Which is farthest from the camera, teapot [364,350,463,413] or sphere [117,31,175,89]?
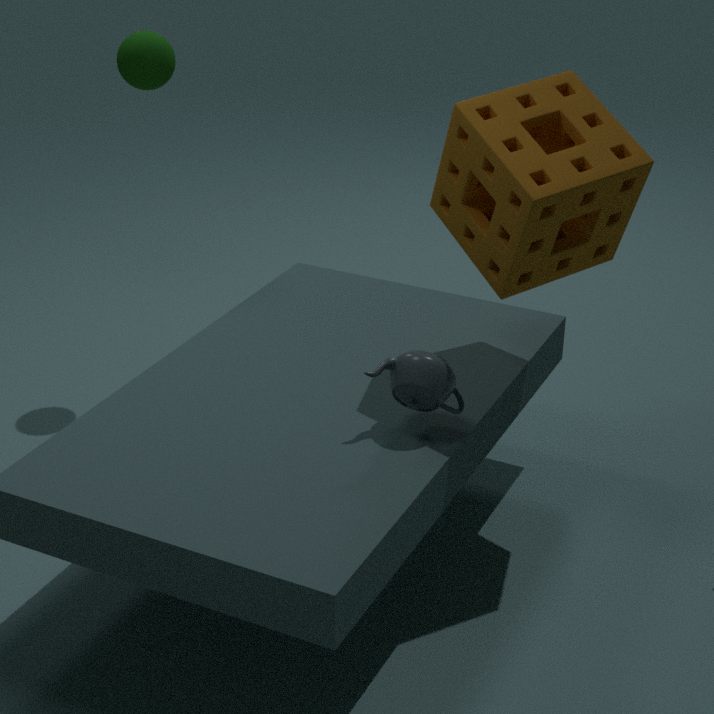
sphere [117,31,175,89]
